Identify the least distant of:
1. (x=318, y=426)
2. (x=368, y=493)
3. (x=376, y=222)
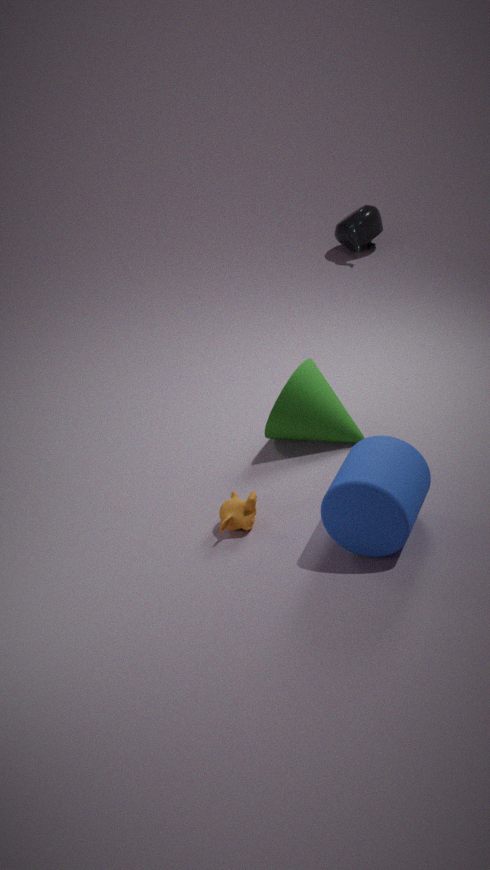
(x=368, y=493)
